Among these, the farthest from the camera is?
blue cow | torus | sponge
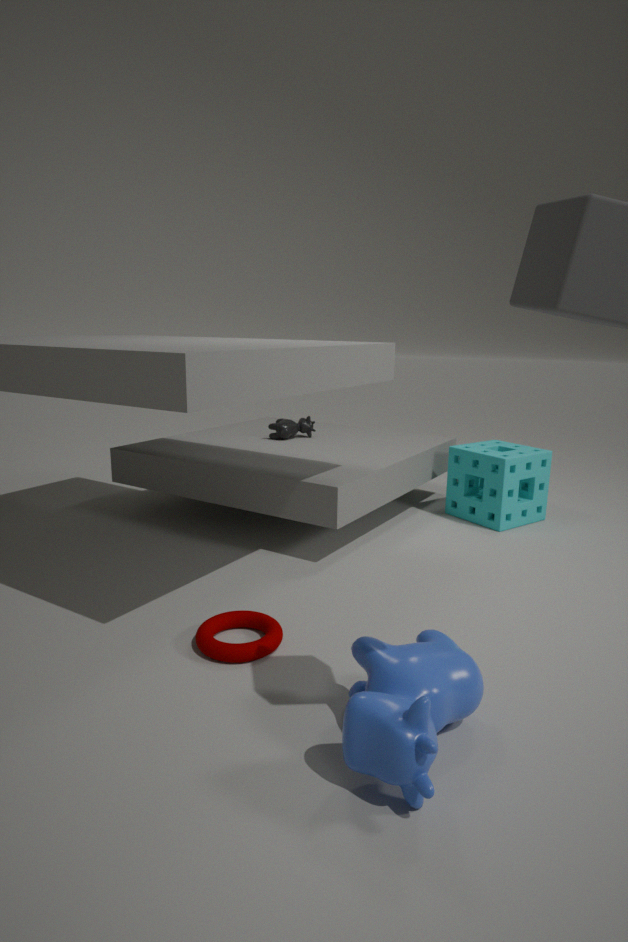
sponge
